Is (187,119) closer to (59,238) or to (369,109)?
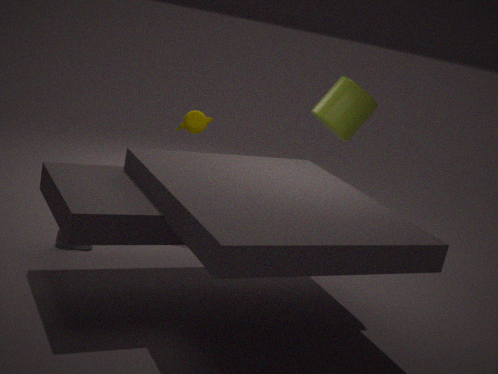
(369,109)
